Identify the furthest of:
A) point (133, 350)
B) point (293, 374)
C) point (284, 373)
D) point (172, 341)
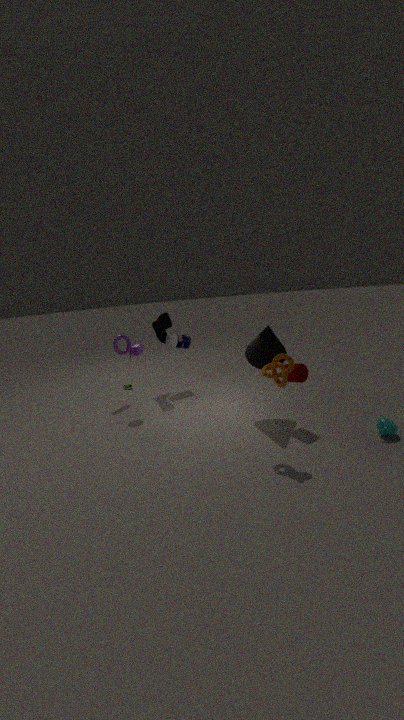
point (172, 341)
